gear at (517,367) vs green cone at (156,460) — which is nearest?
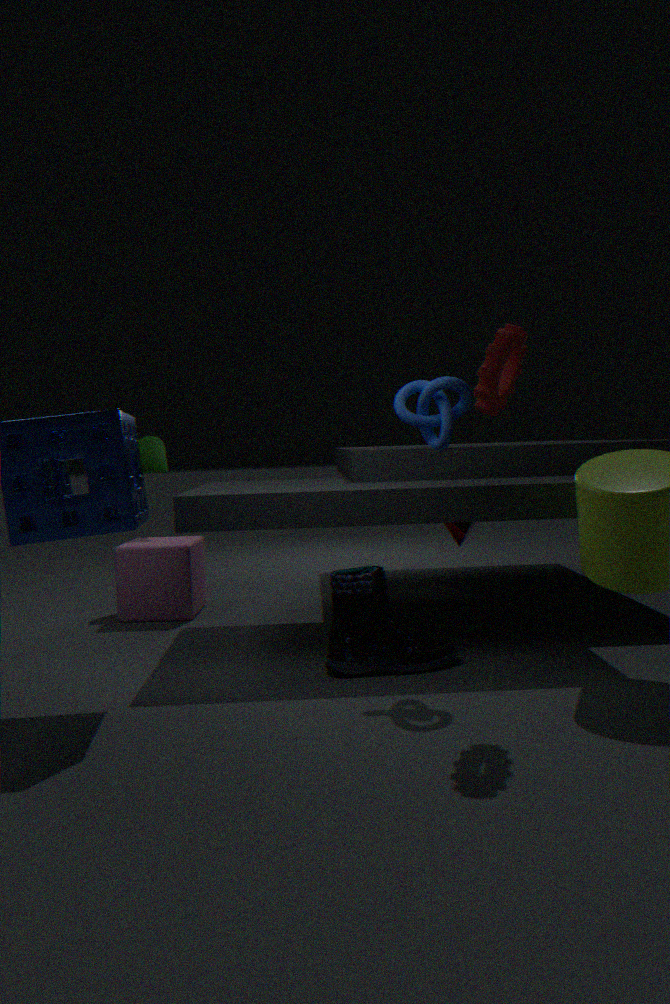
gear at (517,367)
